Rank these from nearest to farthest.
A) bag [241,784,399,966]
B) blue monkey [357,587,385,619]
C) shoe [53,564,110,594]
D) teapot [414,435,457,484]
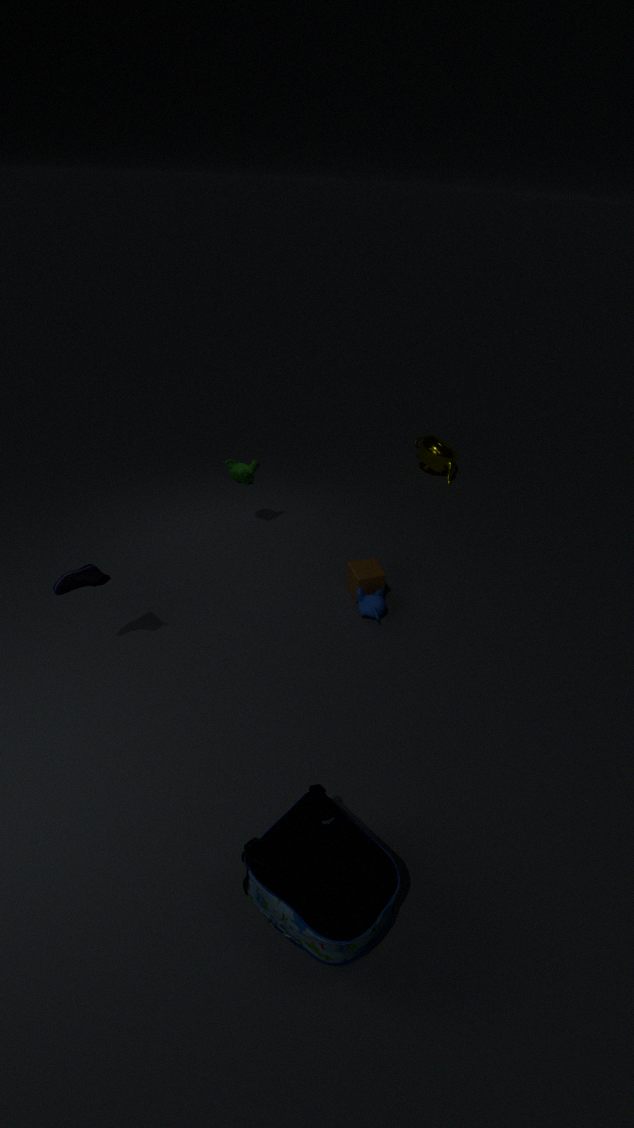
bag [241,784,399,966] < shoe [53,564,110,594] < blue monkey [357,587,385,619] < teapot [414,435,457,484]
